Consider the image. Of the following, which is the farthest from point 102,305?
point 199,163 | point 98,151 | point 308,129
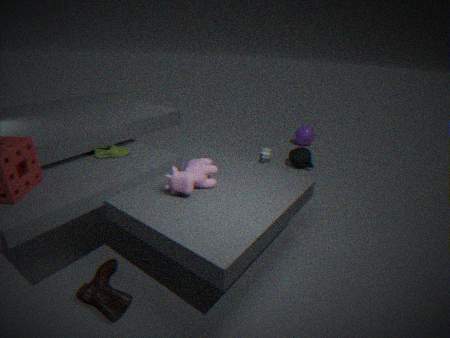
point 308,129
